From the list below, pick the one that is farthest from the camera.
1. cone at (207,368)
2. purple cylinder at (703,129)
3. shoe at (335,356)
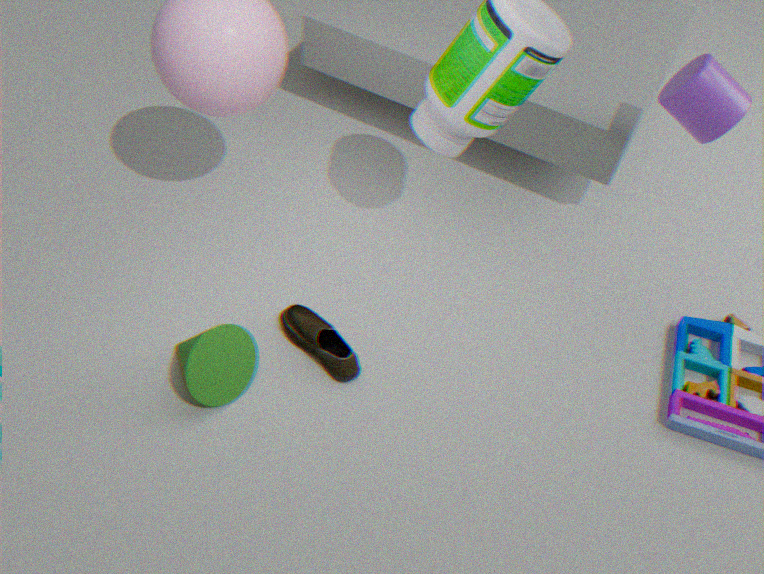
purple cylinder at (703,129)
